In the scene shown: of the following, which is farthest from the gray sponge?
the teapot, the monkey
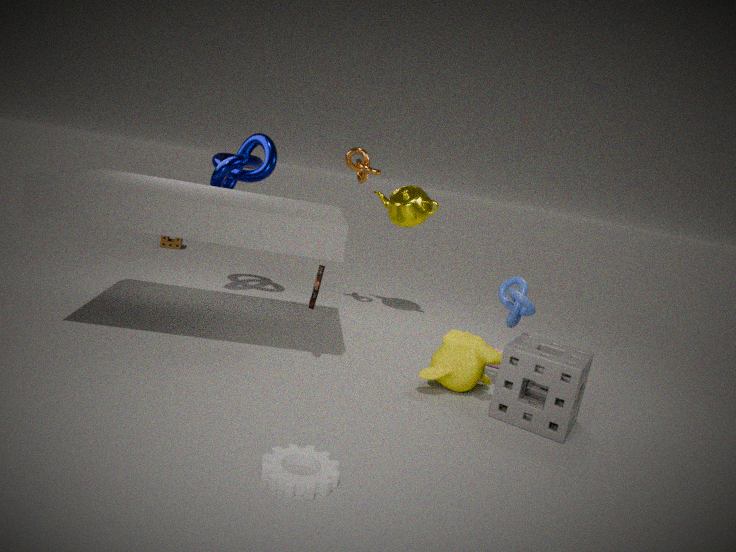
the teapot
